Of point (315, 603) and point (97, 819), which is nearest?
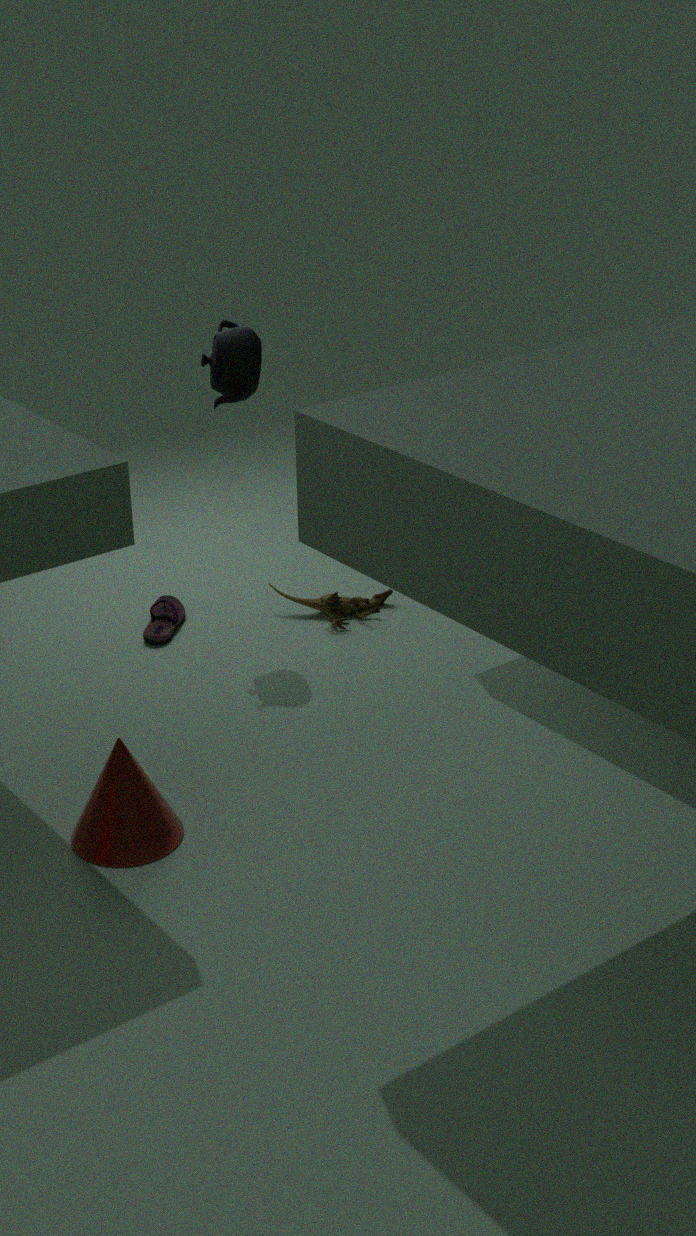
point (97, 819)
